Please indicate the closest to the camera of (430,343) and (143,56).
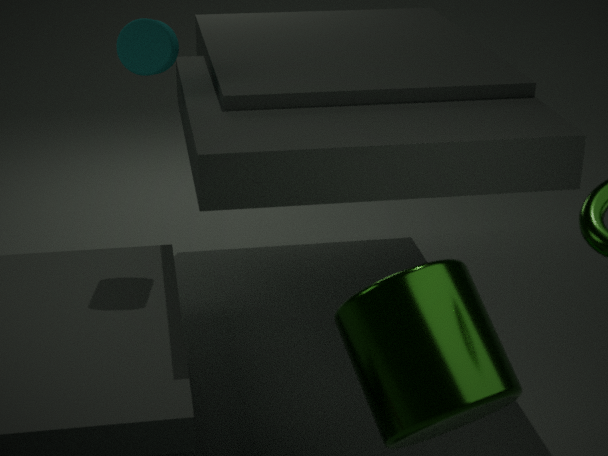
(430,343)
